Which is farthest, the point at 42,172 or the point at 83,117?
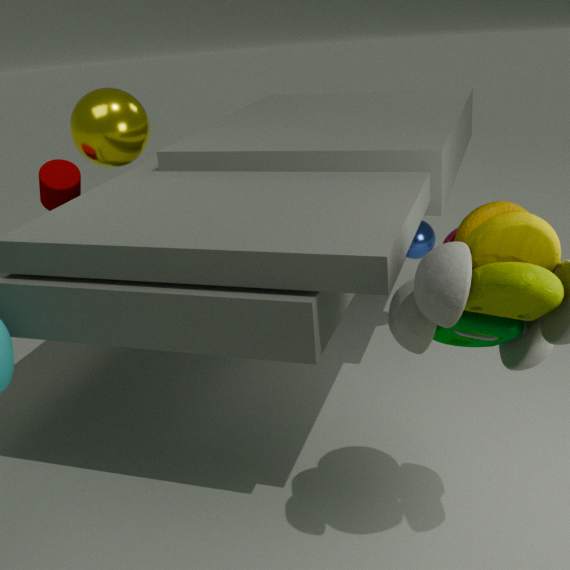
the point at 42,172
